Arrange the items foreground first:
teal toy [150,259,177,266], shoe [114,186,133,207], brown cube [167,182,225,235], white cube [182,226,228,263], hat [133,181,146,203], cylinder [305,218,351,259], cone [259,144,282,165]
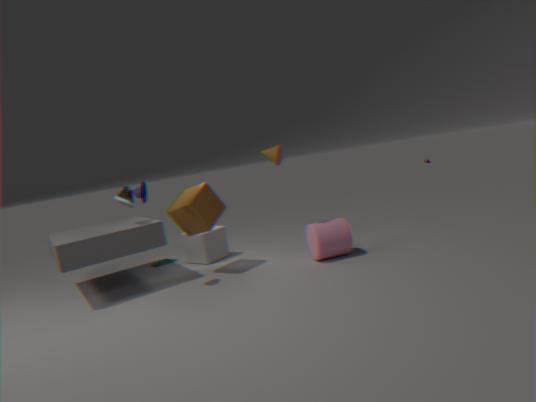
hat [133,181,146,203] → cone [259,144,282,165] → cylinder [305,218,351,259] → shoe [114,186,133,207] → brown cube [167,182,225,235] → white cube [182,226,228,263] → teal toy [150,259,177,266]
